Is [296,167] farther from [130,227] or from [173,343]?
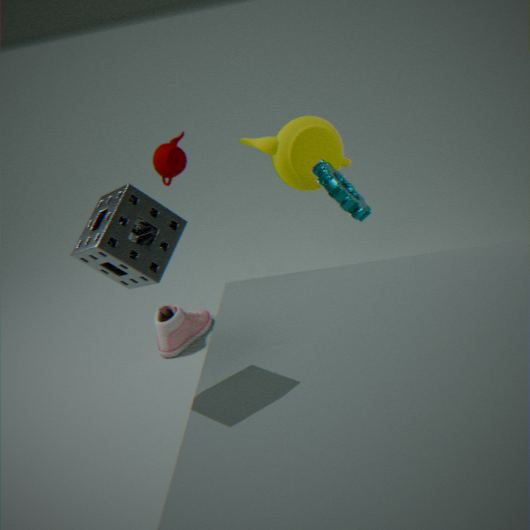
[130,227]
